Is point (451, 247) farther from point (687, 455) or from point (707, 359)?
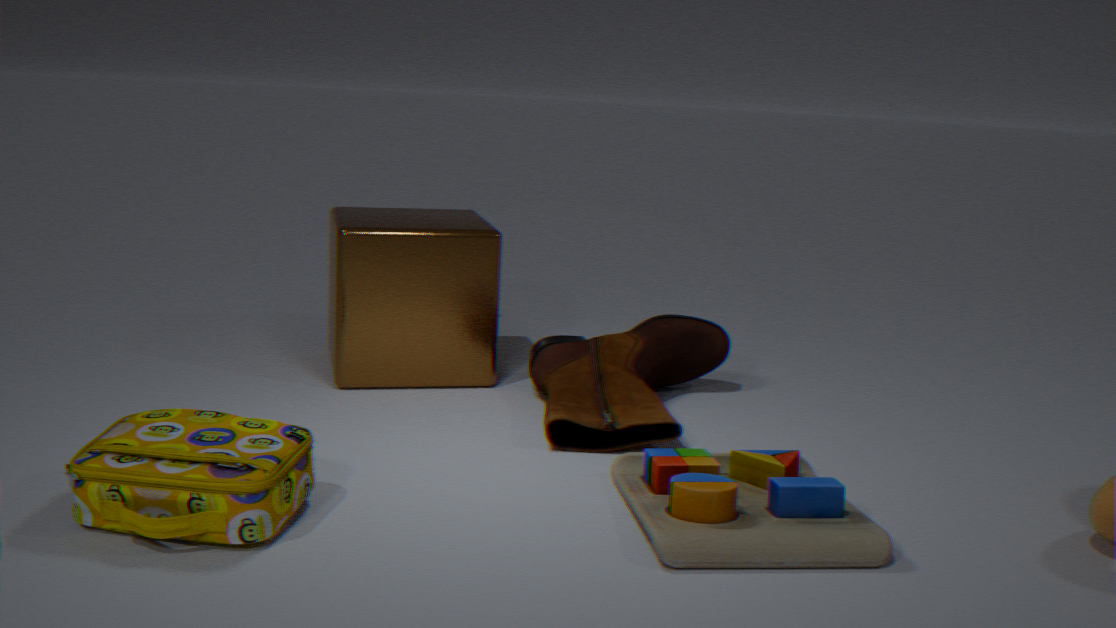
point (687, 455)
